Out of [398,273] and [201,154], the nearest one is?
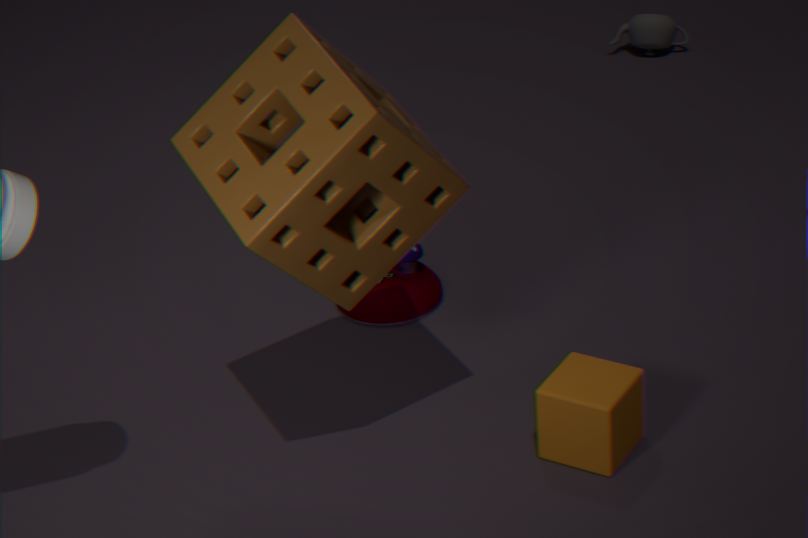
[201,154]
